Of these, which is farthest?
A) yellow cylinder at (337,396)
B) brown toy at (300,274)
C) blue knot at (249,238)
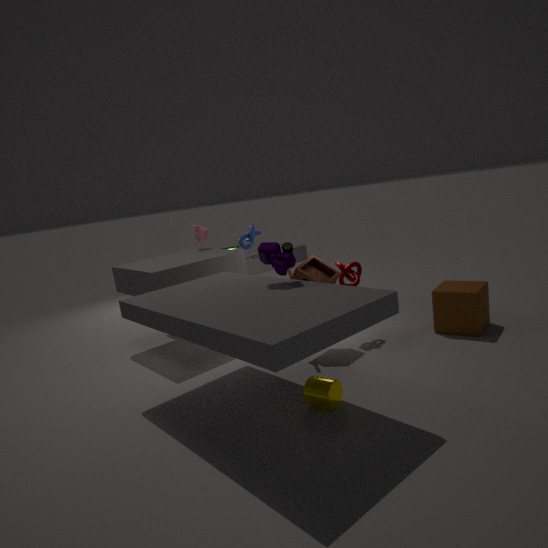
blue knot at (249,238)
